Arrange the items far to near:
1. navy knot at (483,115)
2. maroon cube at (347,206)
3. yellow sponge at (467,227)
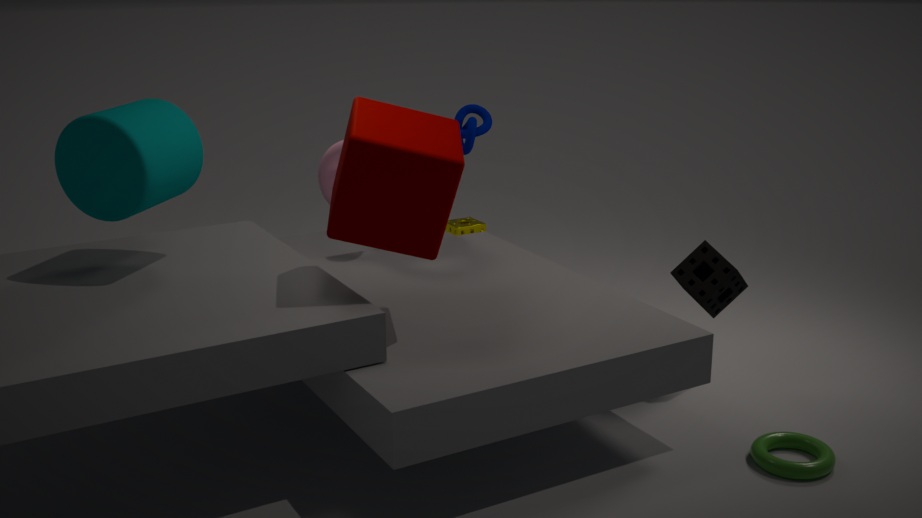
yellow sponge at (467,227) → navy knot at (483,115) → maroon cube at (347,206)
